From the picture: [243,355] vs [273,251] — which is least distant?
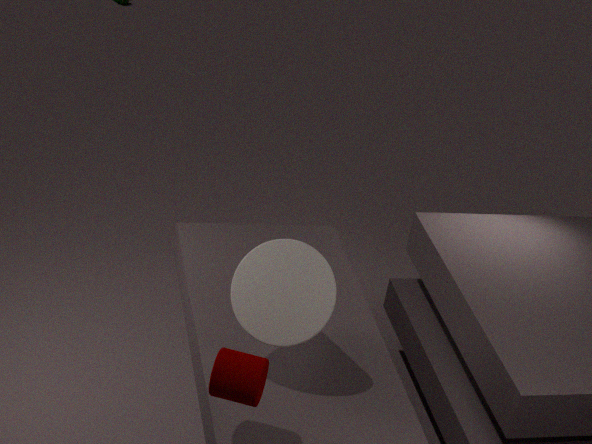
[243,355]
